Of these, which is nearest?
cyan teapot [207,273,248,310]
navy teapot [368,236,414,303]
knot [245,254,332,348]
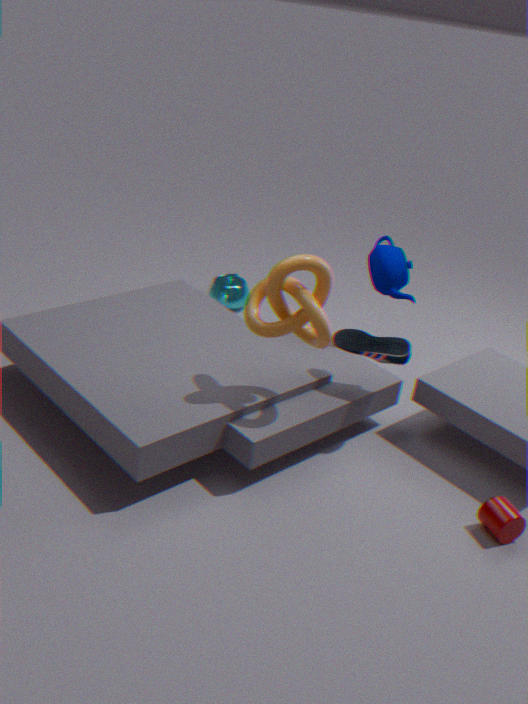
knot [245,254,332,348]
